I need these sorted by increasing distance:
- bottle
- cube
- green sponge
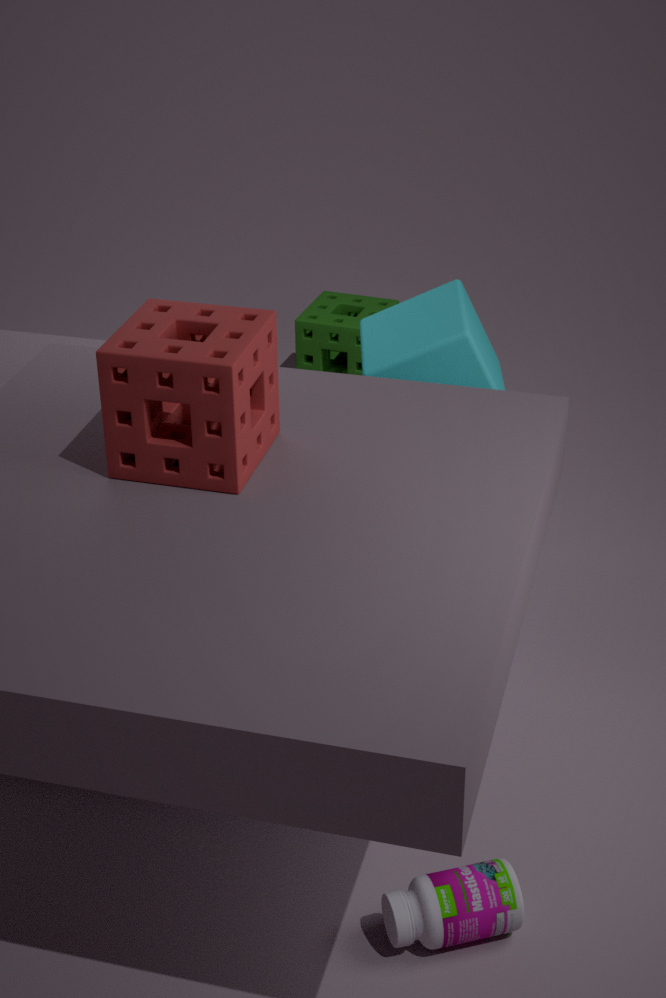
bottle < cube < green sponge
